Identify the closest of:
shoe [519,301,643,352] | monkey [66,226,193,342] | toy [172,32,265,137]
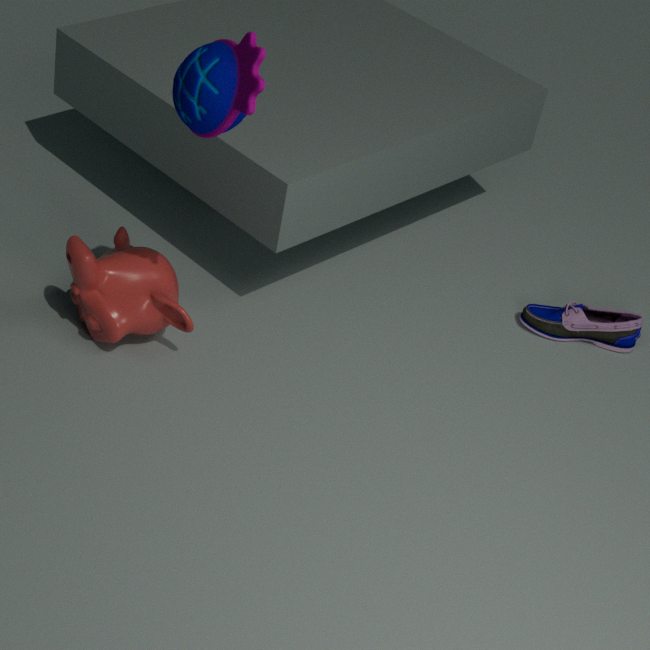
toy [172,32,265,137]
